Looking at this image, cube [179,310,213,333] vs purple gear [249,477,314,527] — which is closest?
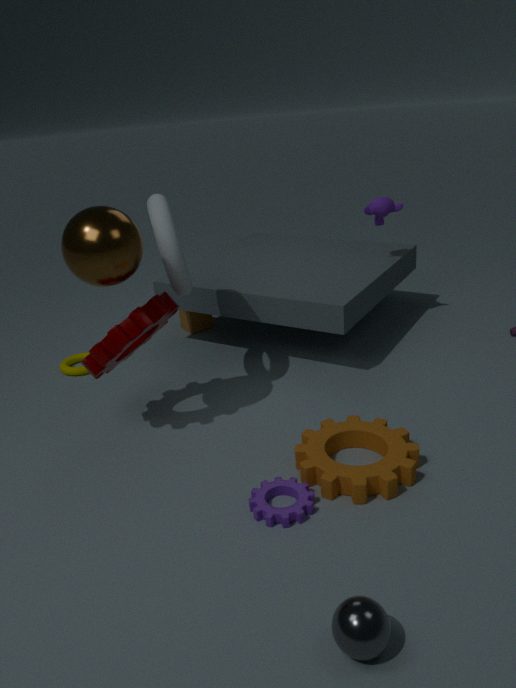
purple gear [249,477,314,527]
